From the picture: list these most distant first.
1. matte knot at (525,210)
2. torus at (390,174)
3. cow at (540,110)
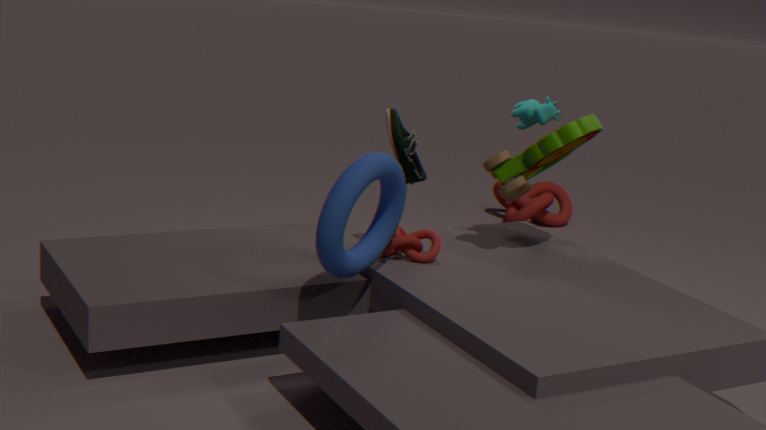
matte knot at (525,210)
cow at (540,110)
torus at (390,174)
